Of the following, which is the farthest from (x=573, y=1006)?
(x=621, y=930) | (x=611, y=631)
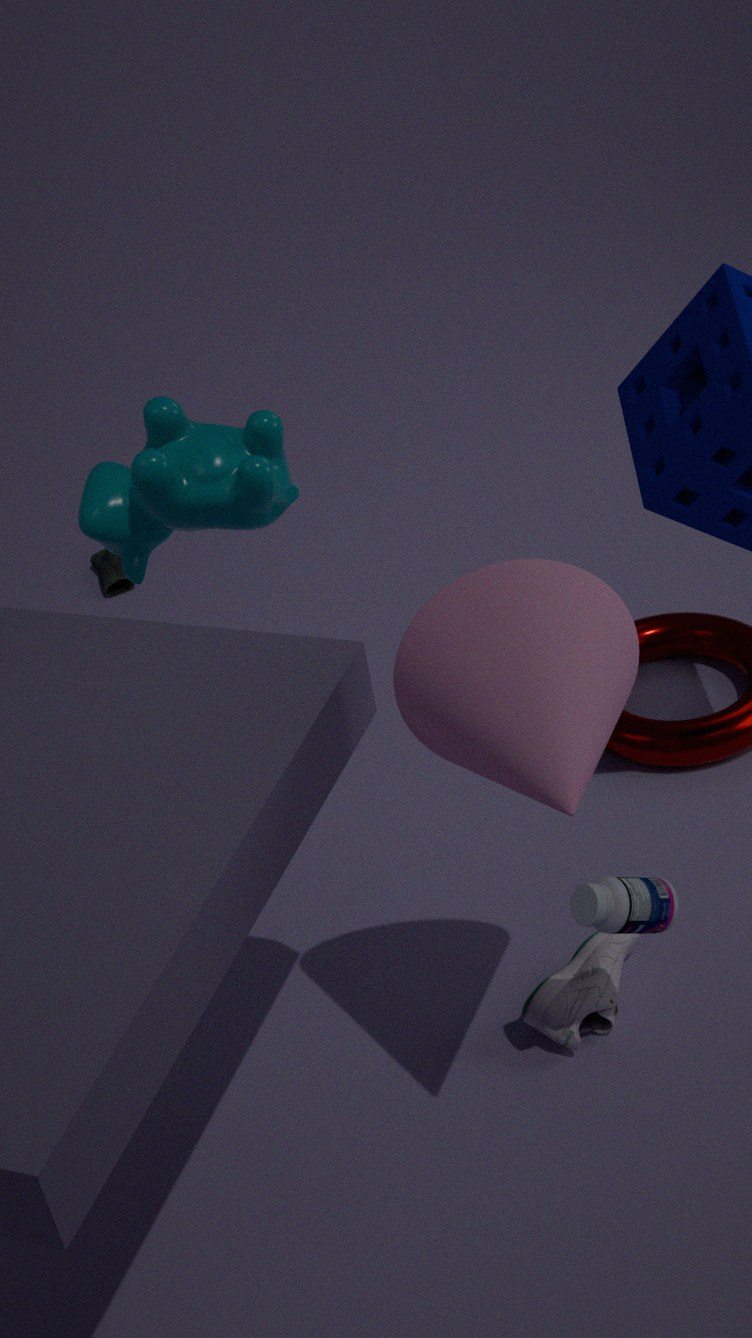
(x=611, y=631)
